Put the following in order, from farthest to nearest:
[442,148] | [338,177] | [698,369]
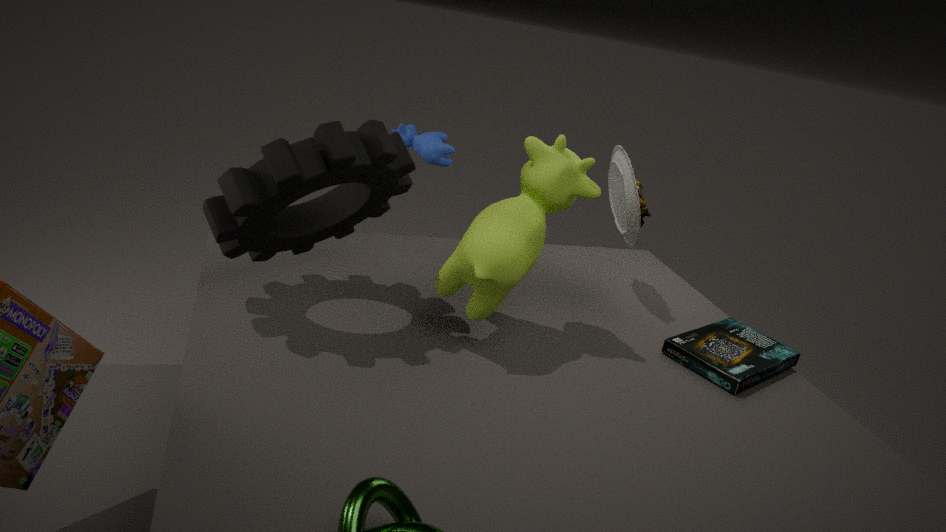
[442,148], [698,369], [338,177]
